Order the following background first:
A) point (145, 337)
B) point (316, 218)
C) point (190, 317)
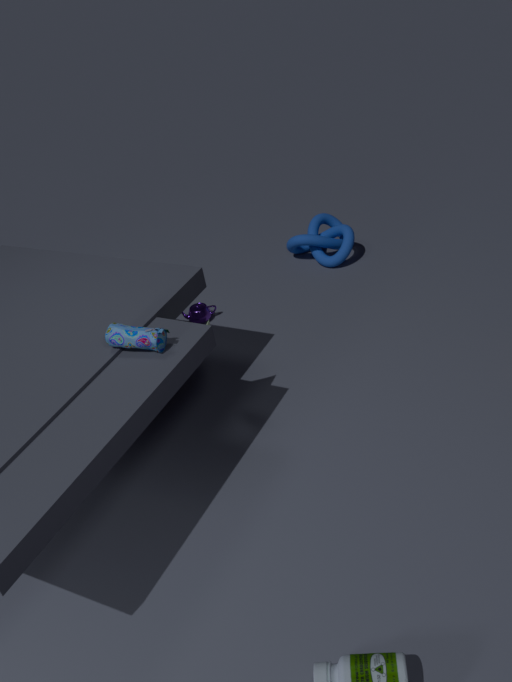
point (316, 218) → point (190, 317) → point (145, 337)
